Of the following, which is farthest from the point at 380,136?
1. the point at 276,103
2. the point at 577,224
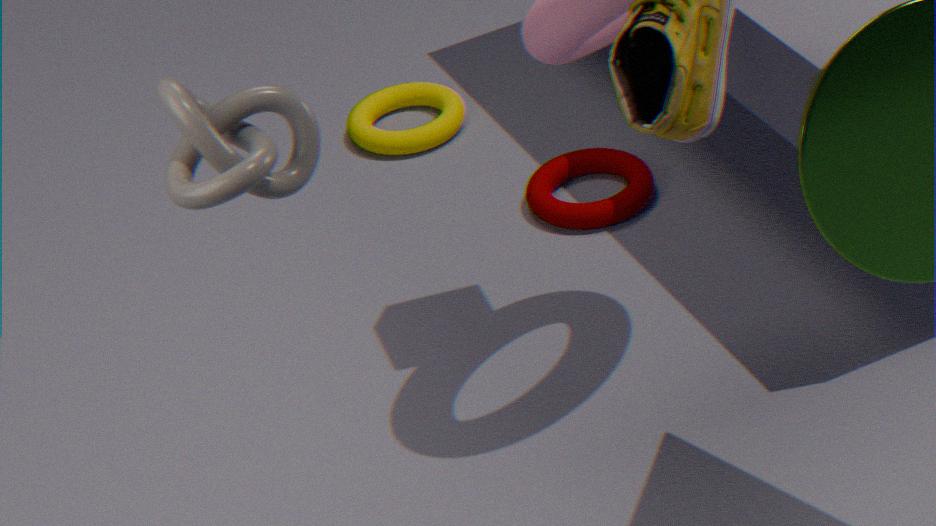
the point at 276,103
